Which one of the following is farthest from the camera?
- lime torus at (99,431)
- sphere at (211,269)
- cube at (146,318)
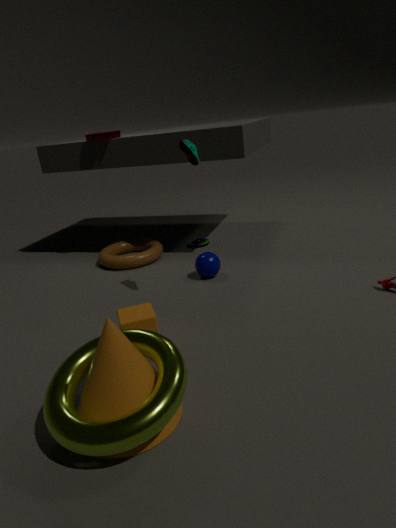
sphere at (211,269)
